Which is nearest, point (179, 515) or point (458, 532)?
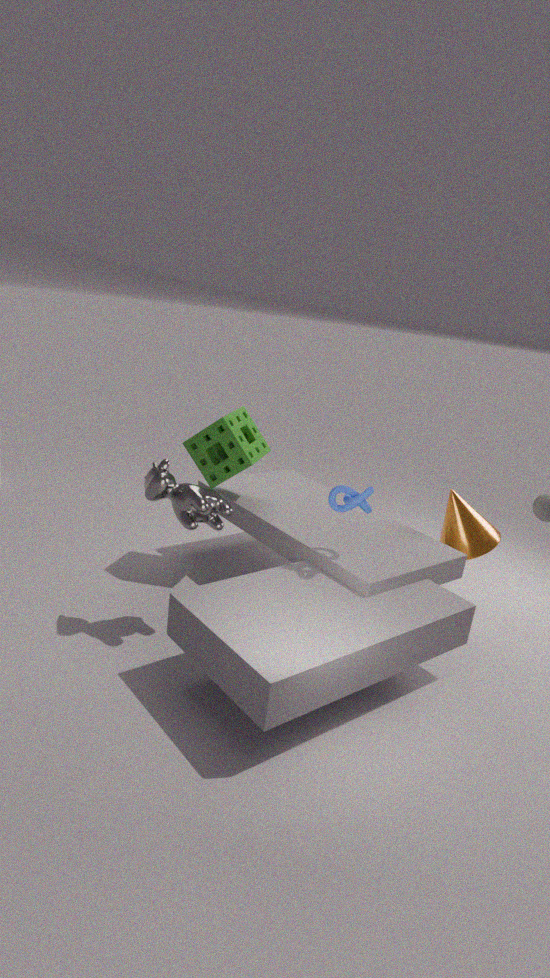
point (179, 515)
